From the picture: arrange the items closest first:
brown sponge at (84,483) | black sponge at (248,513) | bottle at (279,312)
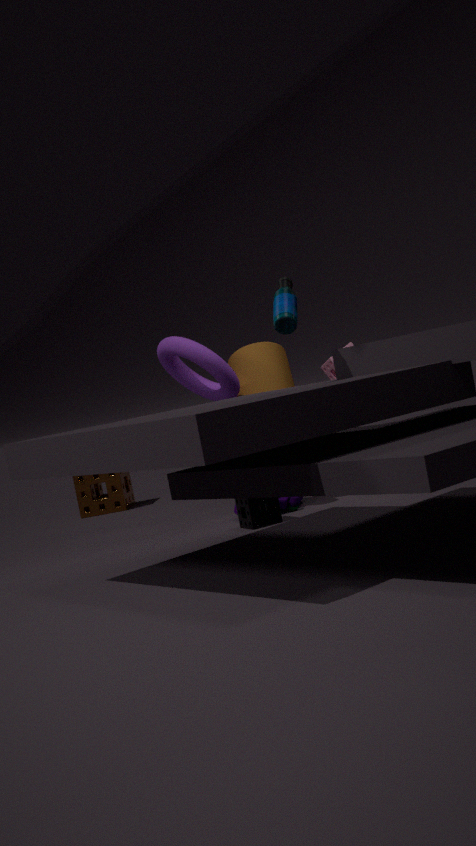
bottle at (279,312)
black sponge at (248,513)
brown sponge at (84,483)
